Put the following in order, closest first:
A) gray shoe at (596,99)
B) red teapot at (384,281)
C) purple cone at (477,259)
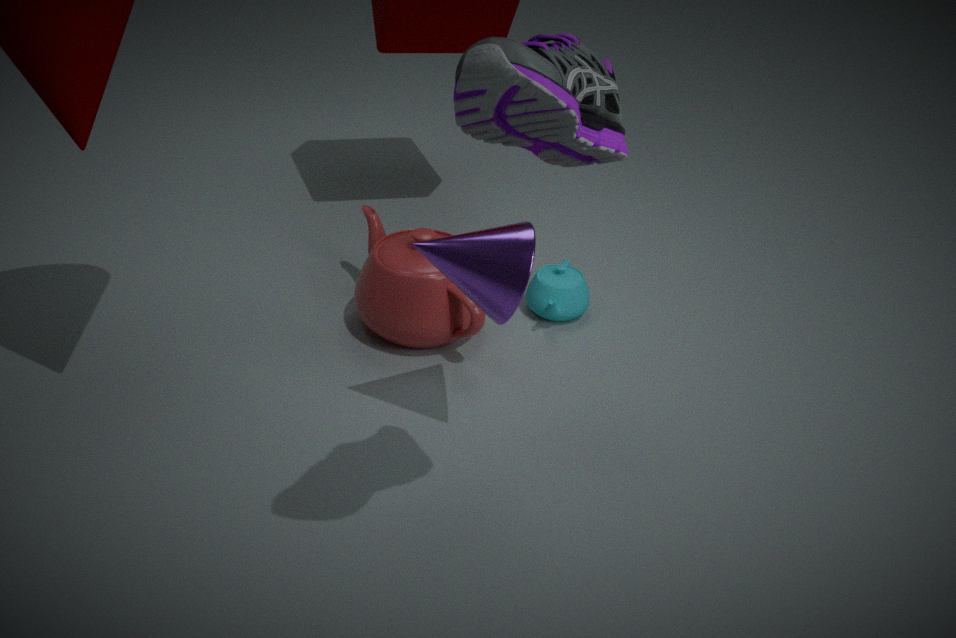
gray shoe at (596,99) → purple cone at (477,259) → red teapot at (384,281)
